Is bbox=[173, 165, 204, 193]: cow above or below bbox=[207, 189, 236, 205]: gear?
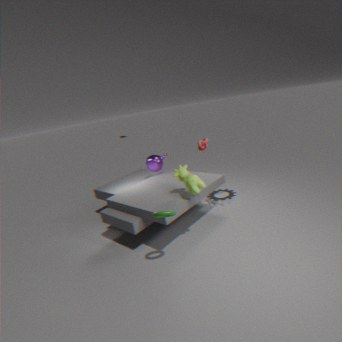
above
